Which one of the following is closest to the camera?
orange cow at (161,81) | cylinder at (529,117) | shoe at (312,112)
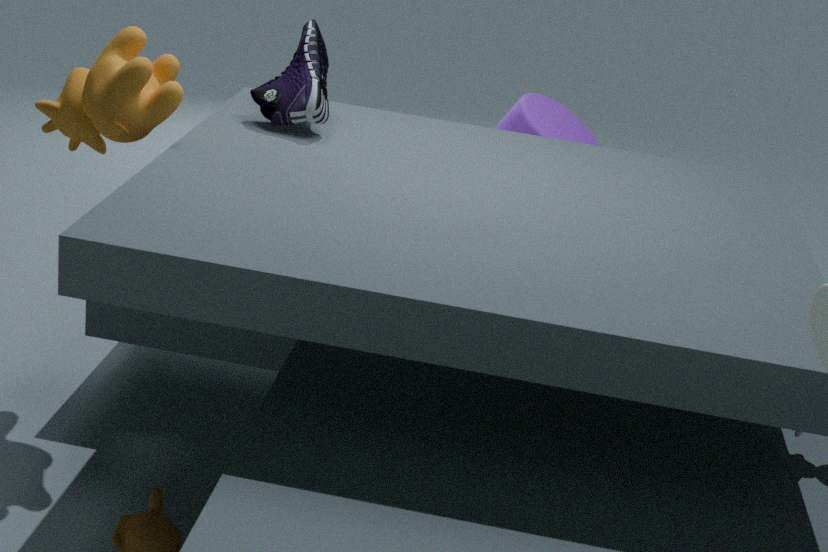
orange cow at (161,81)
